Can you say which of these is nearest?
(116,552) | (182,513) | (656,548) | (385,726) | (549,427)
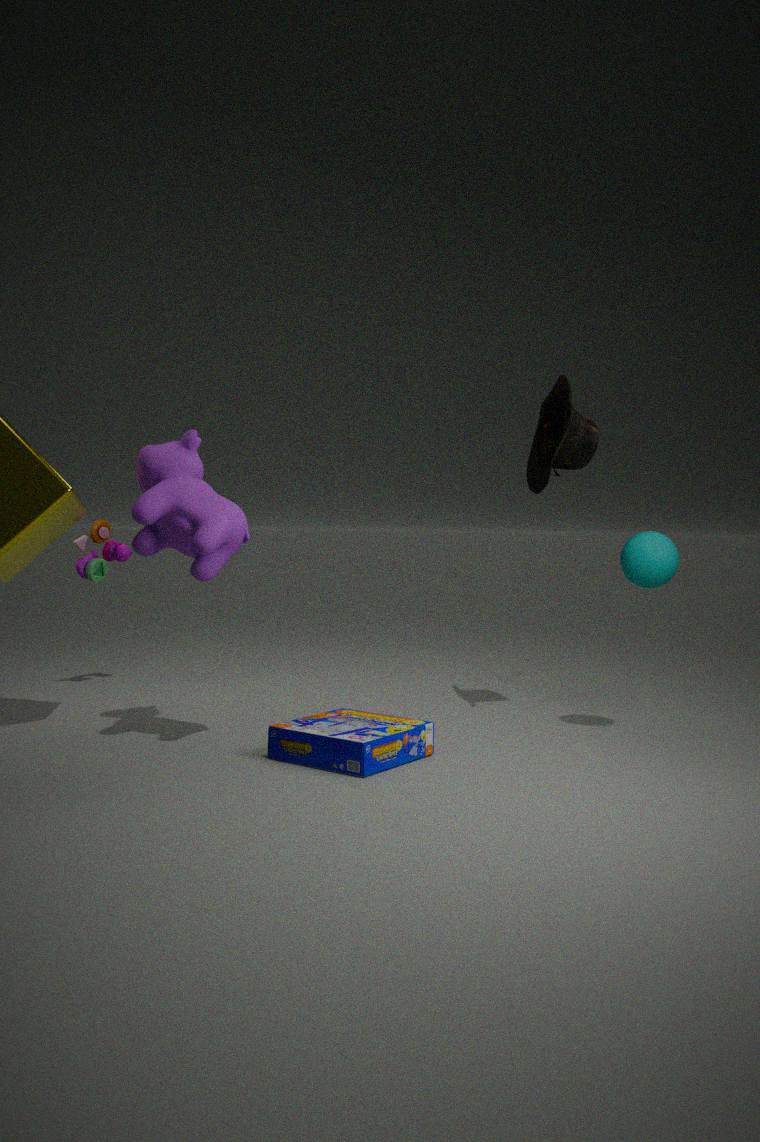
(385,726)
